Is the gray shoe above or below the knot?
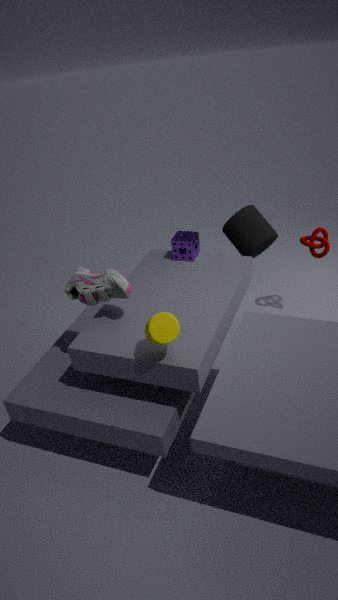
above
